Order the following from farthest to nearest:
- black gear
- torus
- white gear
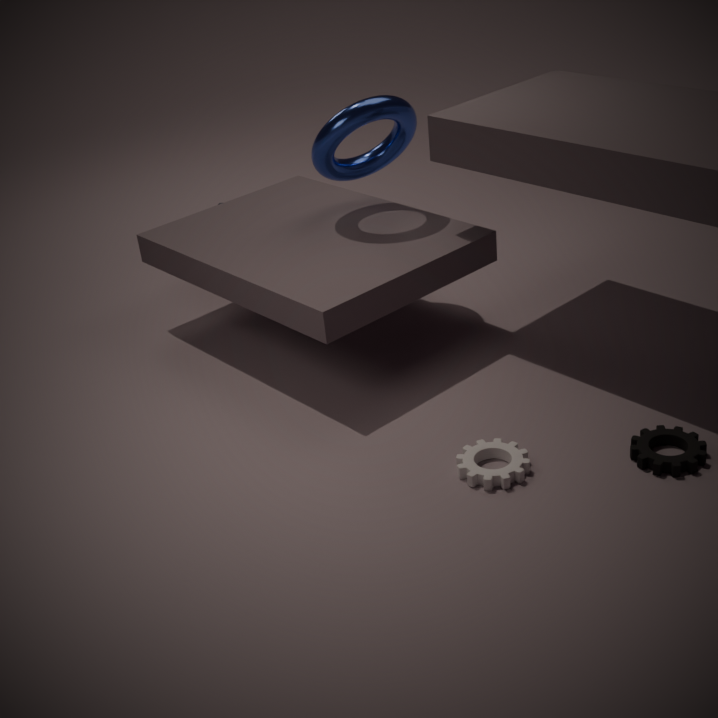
1. torus
2. white gear
3. black gear
